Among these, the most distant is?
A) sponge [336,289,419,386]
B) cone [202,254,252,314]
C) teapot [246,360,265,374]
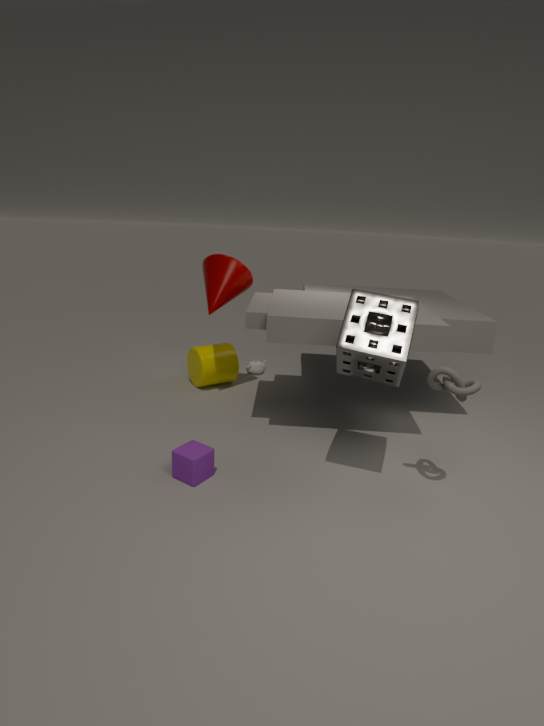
teapot [246,360,265,374]
